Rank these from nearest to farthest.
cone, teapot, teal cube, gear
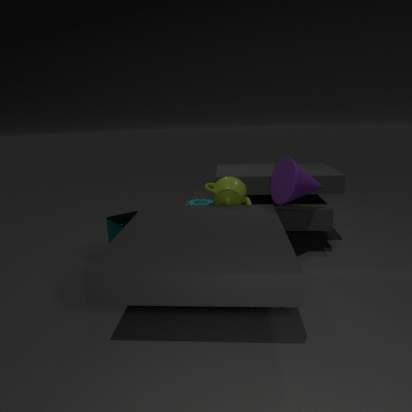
cone, teapot, teal cube, gear
